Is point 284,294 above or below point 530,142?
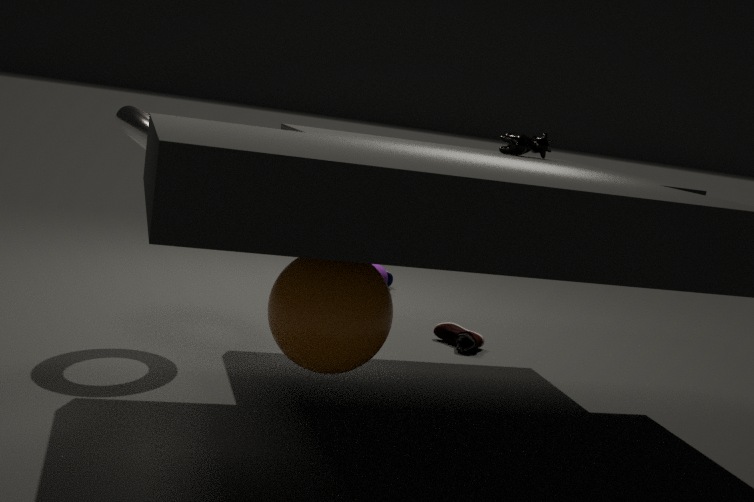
below
